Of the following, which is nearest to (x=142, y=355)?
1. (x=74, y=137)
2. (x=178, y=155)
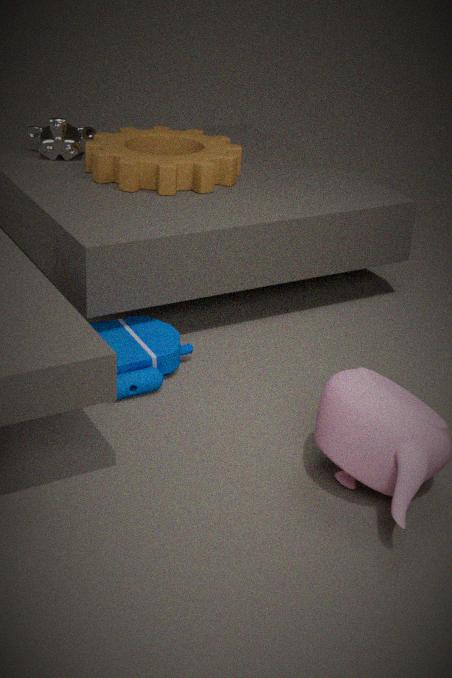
(x=178, y=155)
